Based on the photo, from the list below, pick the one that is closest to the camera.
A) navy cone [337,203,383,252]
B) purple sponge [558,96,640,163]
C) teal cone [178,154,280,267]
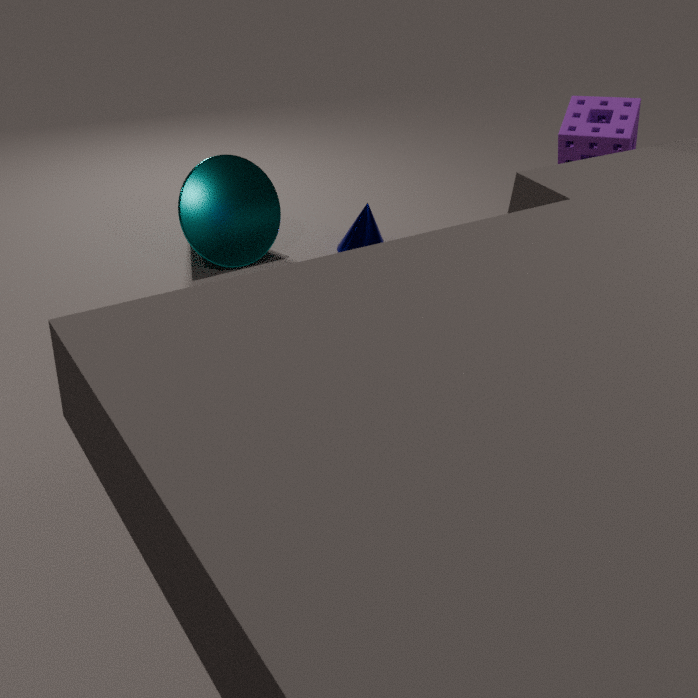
purple sponge [558,96,640,163]
